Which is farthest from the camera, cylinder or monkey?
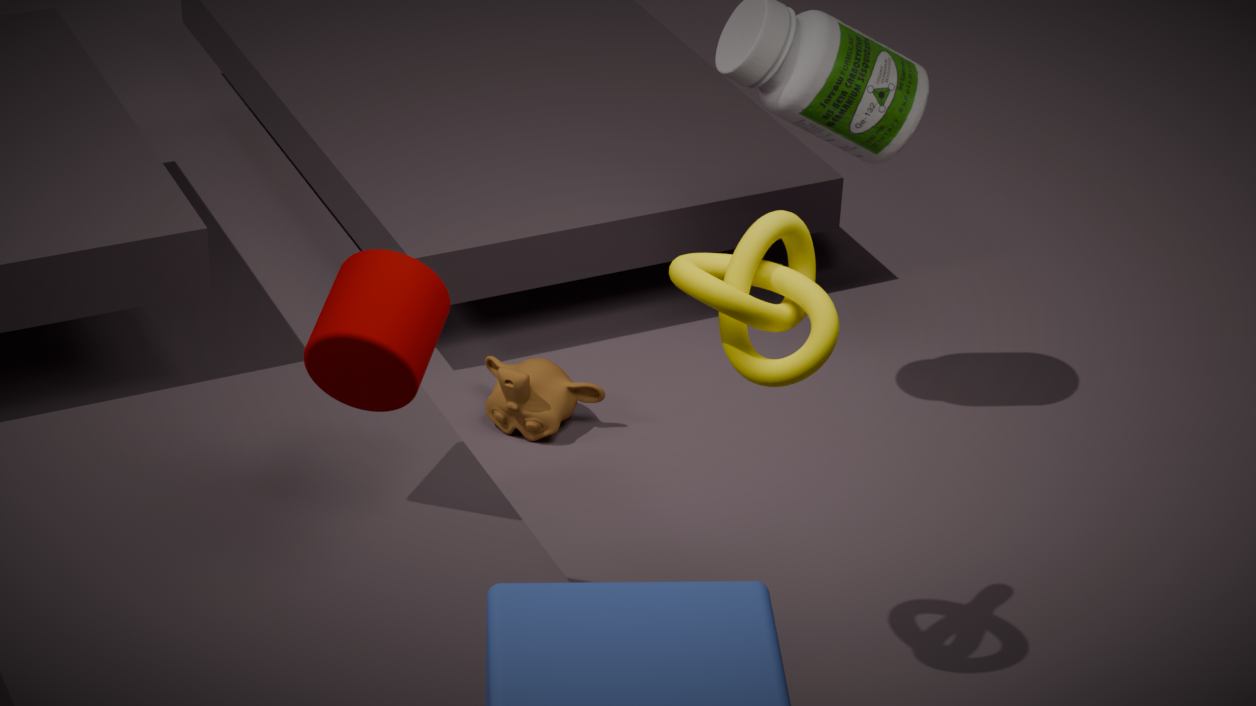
monkey
